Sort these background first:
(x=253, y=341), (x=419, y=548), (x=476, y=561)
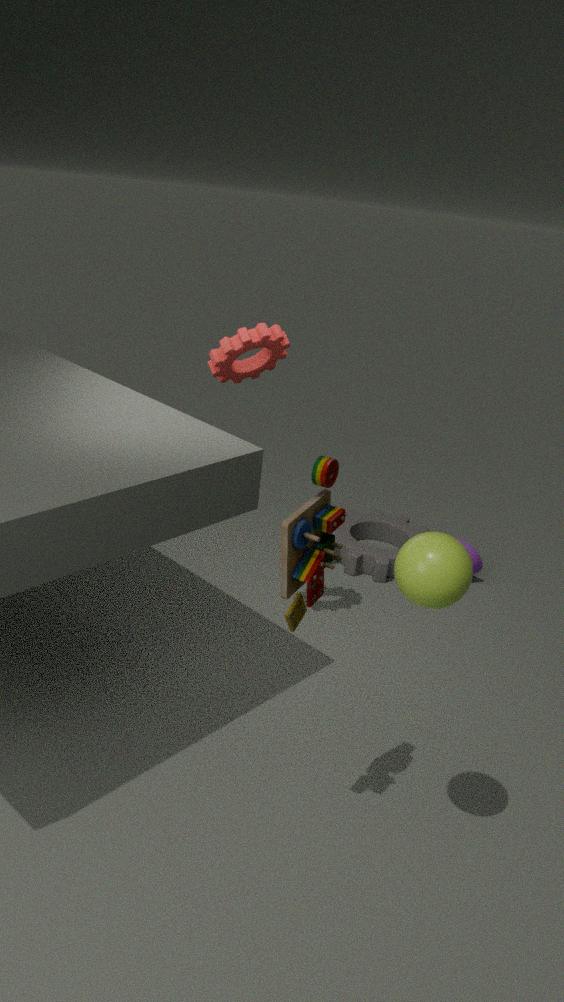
1. (x=476, y=561)
2. (x=253, y=341)
3. (x=419, y=548)
